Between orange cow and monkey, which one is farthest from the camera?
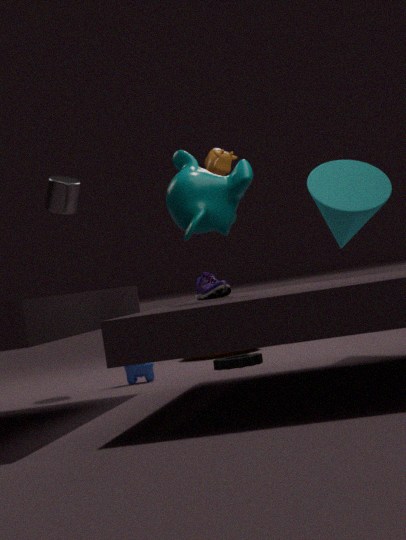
orange cow
